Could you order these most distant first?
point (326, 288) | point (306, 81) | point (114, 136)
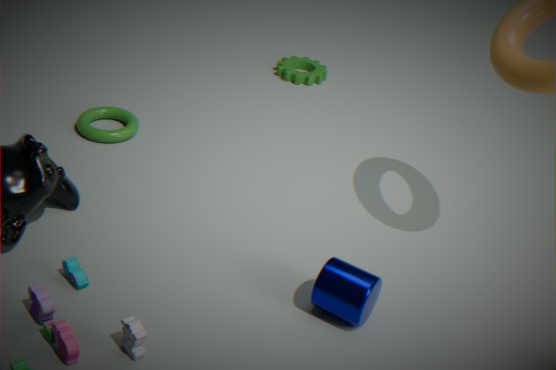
1. point (306, 81)
2. point (114, 136)
3. point (326, 288)
